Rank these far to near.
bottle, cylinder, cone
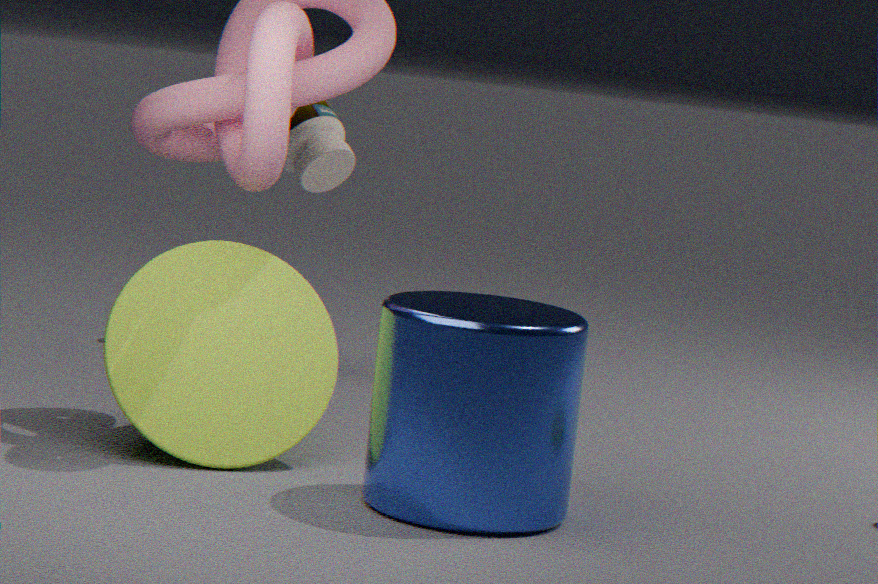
bottle, cone, cylinder
